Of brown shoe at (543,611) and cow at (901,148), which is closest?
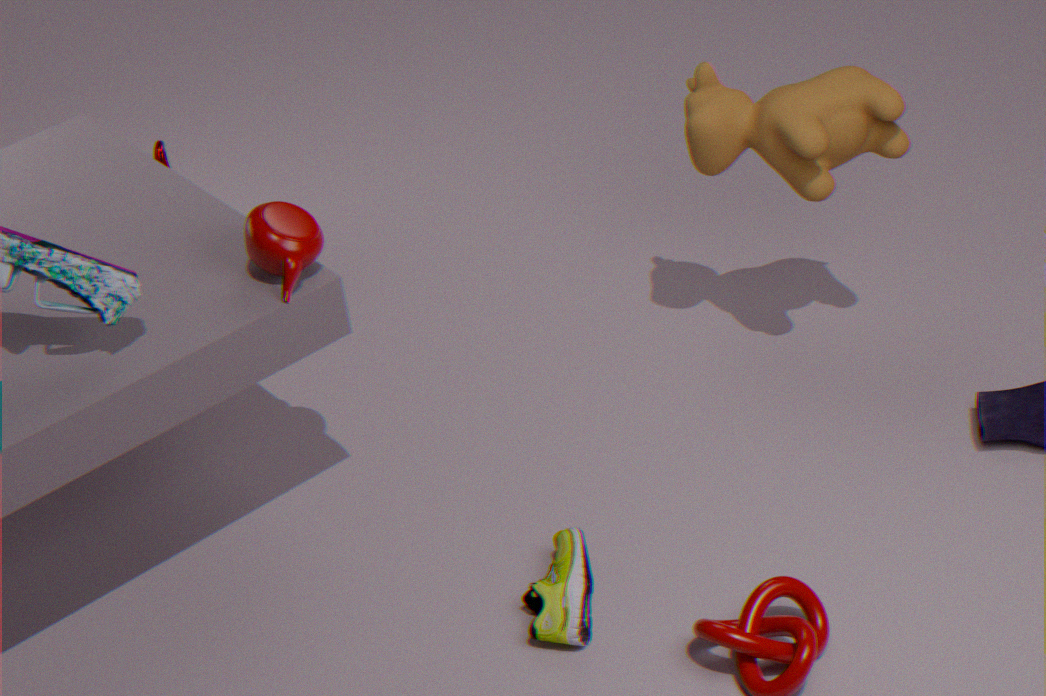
brown shoe at (543,611)
